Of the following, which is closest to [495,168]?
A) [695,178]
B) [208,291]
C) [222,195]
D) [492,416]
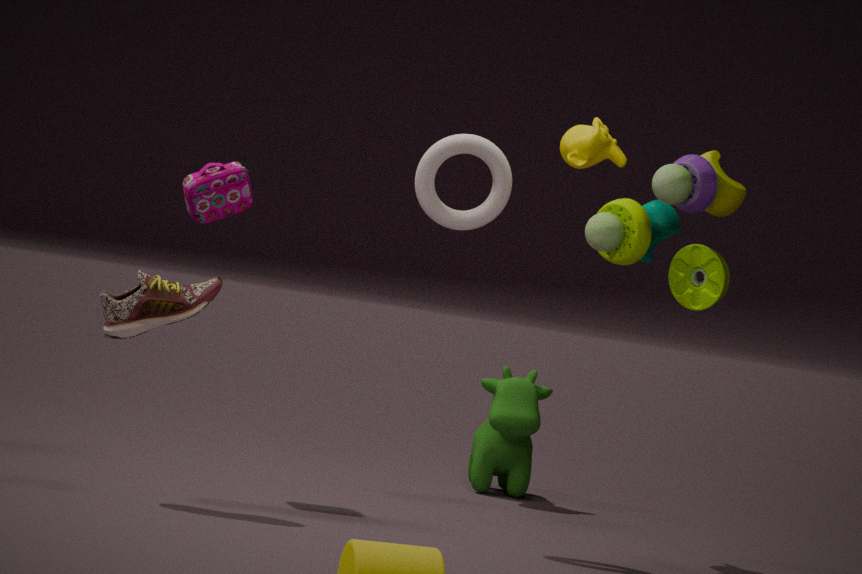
[695,178]
